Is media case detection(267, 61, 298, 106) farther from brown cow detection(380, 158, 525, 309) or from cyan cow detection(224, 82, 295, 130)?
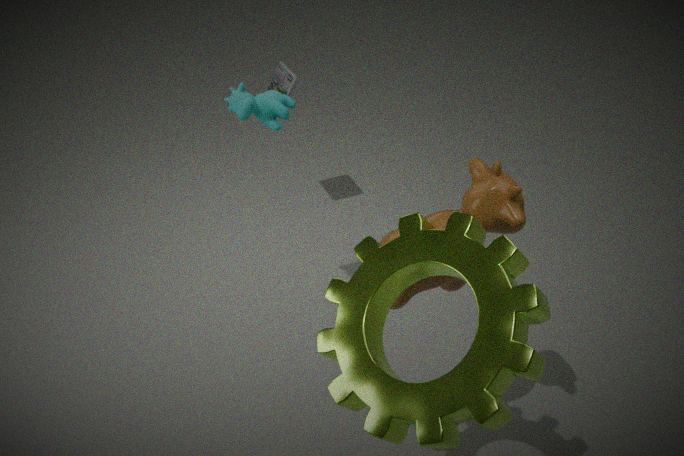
brown cow detection(380, 158, 525, 309)
